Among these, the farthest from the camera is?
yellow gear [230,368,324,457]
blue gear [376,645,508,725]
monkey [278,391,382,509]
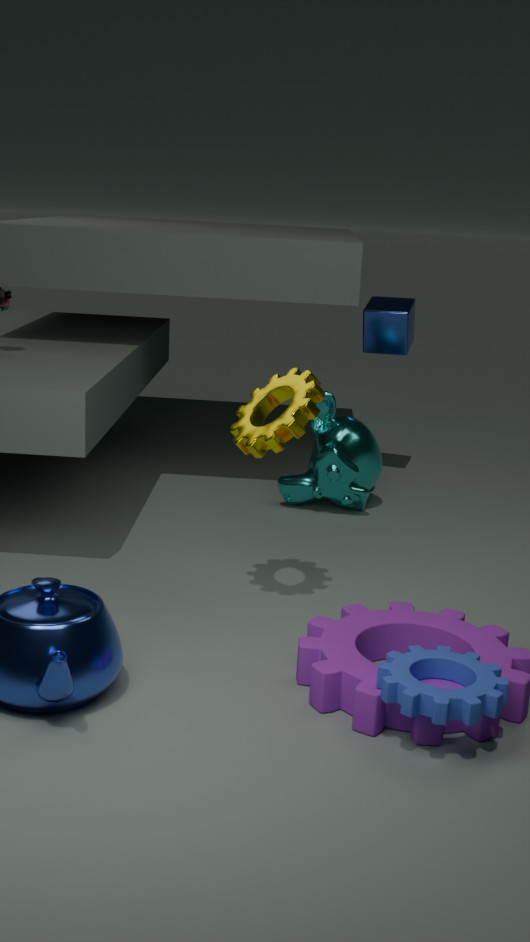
monkey [278,391,382,509]
